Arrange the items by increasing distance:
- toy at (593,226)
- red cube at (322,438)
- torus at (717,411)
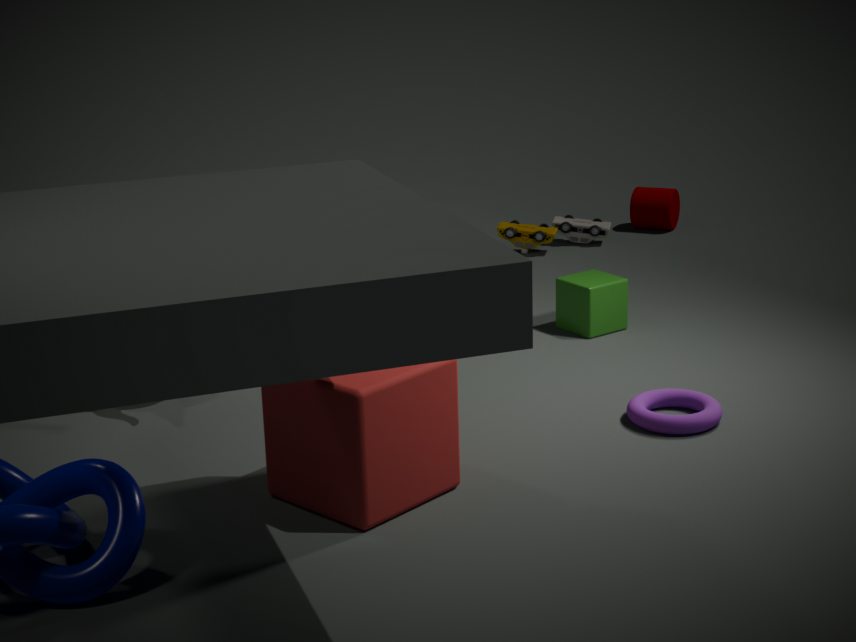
red cube at (322,438) → torus at (717,411) → toy at (593,226)
